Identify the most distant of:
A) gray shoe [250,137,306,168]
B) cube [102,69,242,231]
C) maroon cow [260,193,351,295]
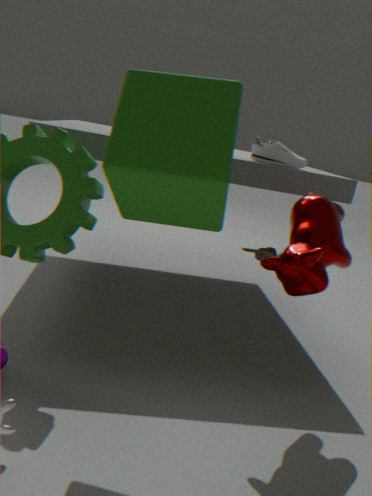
gray shoe [250,137,306,168]
